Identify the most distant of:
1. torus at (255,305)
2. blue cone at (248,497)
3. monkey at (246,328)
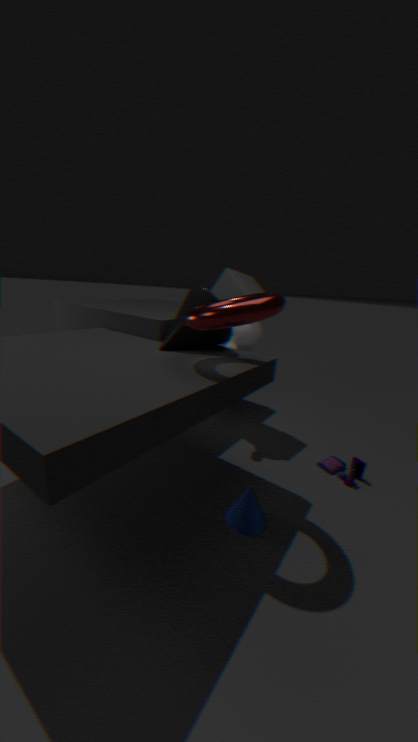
monkey at (246,328)
